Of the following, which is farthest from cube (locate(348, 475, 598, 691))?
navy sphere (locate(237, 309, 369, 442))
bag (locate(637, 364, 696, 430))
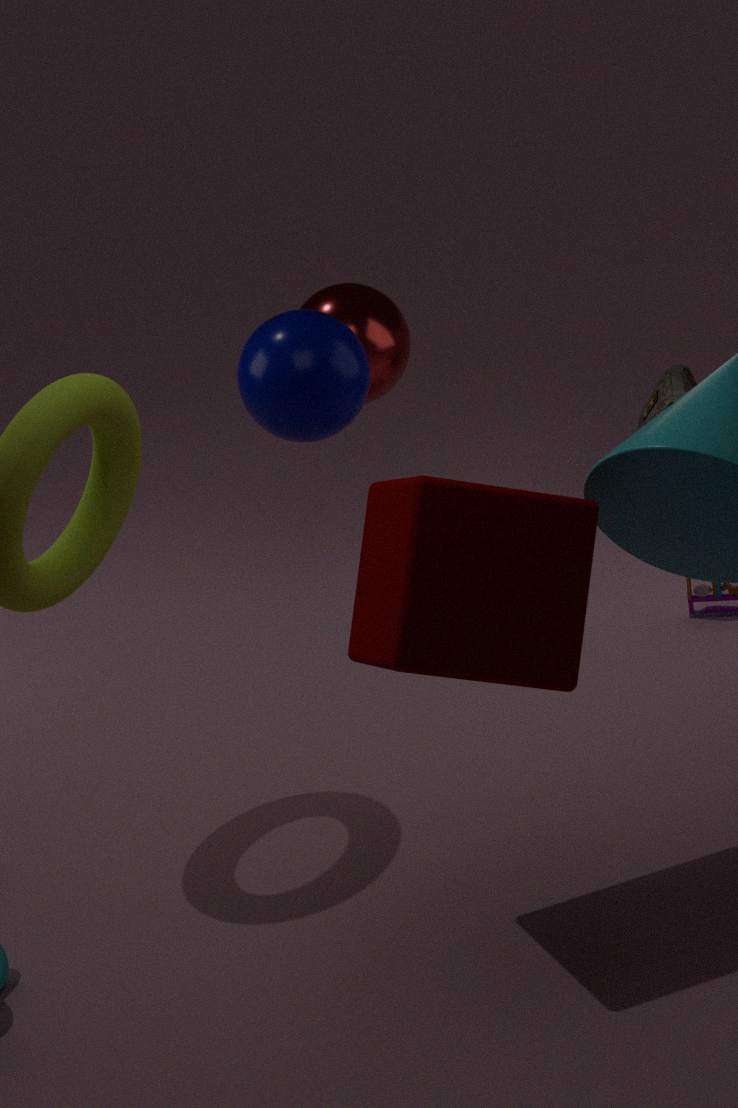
bag (locate(637, 364, 696, 430))
